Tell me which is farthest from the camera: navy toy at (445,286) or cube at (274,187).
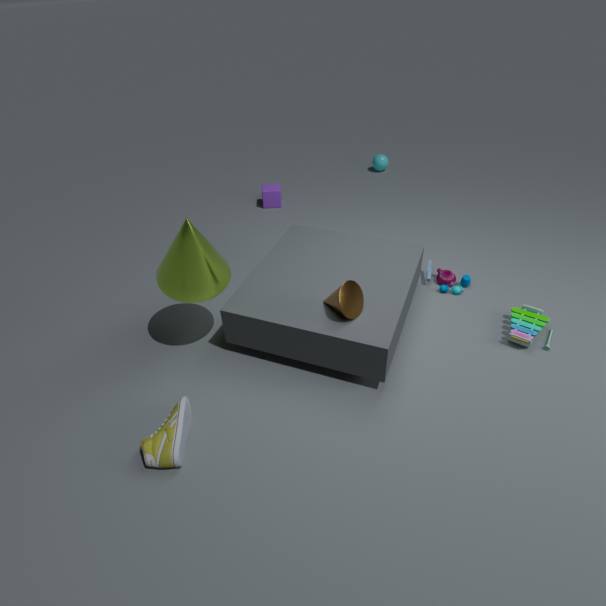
cube at (274,187)
